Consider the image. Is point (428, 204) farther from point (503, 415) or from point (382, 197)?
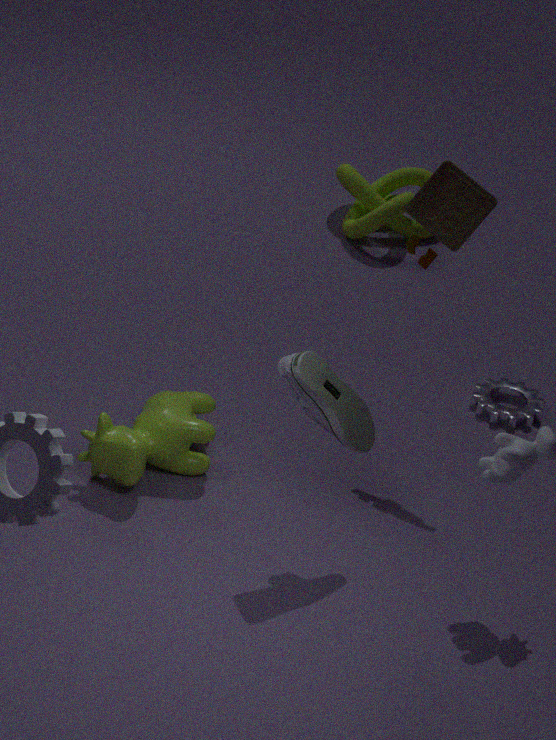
point (382, 197)
